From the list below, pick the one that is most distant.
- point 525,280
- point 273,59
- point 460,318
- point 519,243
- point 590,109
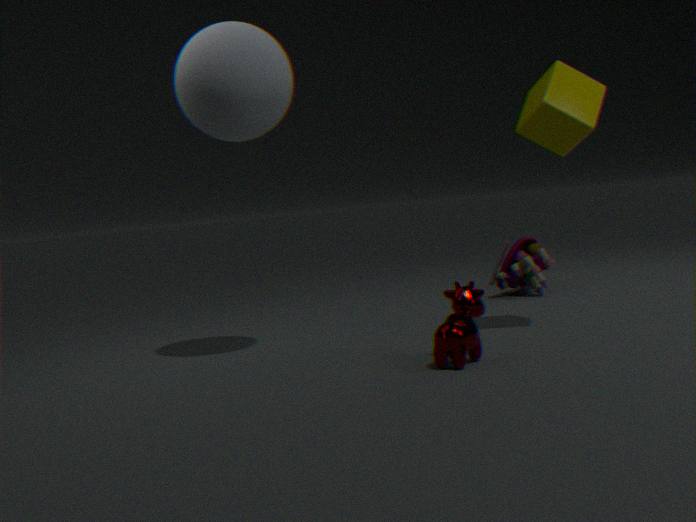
point 519,243
